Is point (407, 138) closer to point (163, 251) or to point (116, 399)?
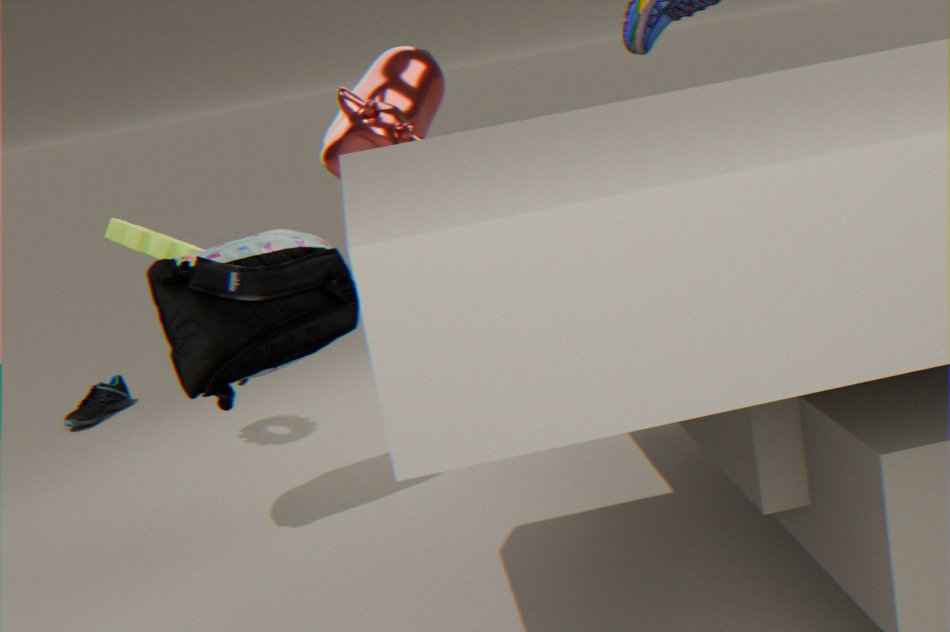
point (163, 251)
